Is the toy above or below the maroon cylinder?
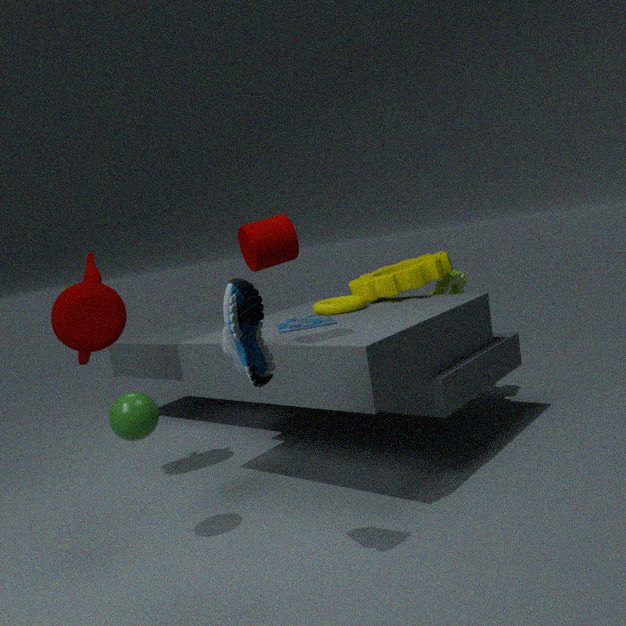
below
